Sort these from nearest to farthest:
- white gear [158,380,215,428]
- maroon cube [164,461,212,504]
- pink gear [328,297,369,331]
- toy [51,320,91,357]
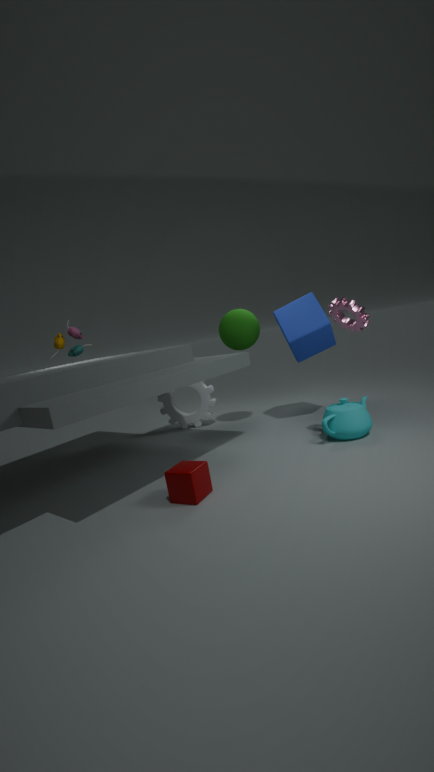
maroon cube [164,461,212,504], pink gear [328,297,369,331], toy [51,320,91,357], white gear [158,380,215,428]
